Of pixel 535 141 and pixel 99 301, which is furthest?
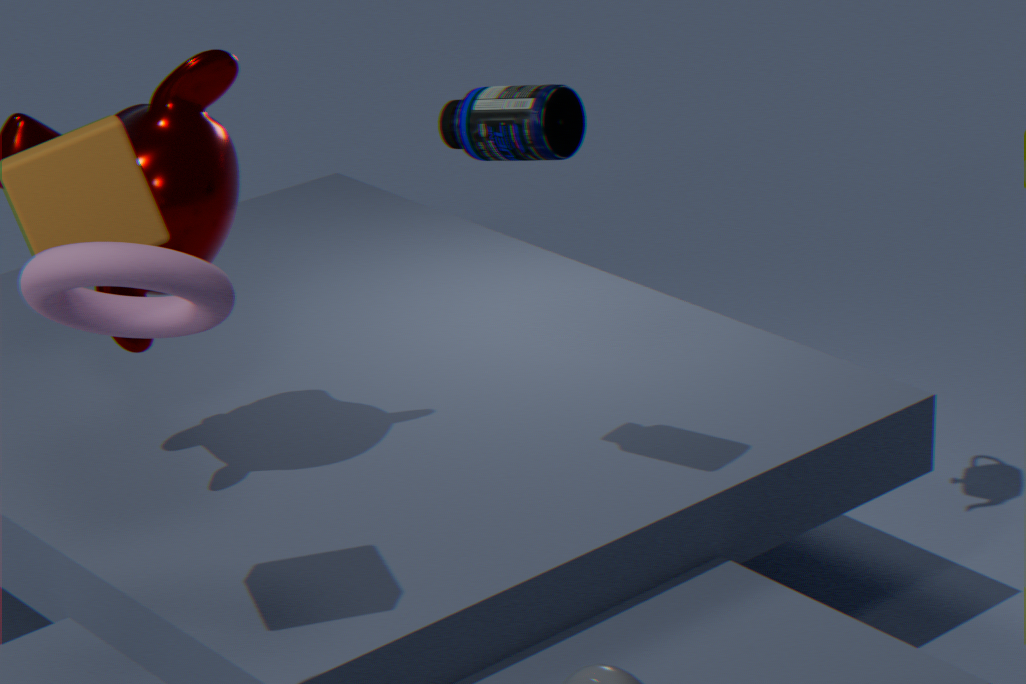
pixel 535 141
